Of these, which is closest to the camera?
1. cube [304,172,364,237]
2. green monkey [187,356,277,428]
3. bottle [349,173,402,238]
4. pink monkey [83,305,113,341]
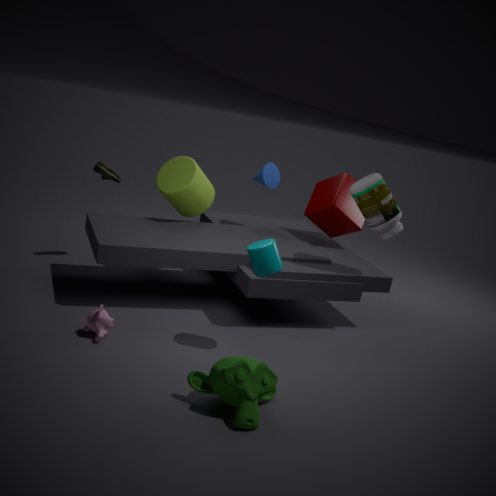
green monkey [187,356,277,428]
